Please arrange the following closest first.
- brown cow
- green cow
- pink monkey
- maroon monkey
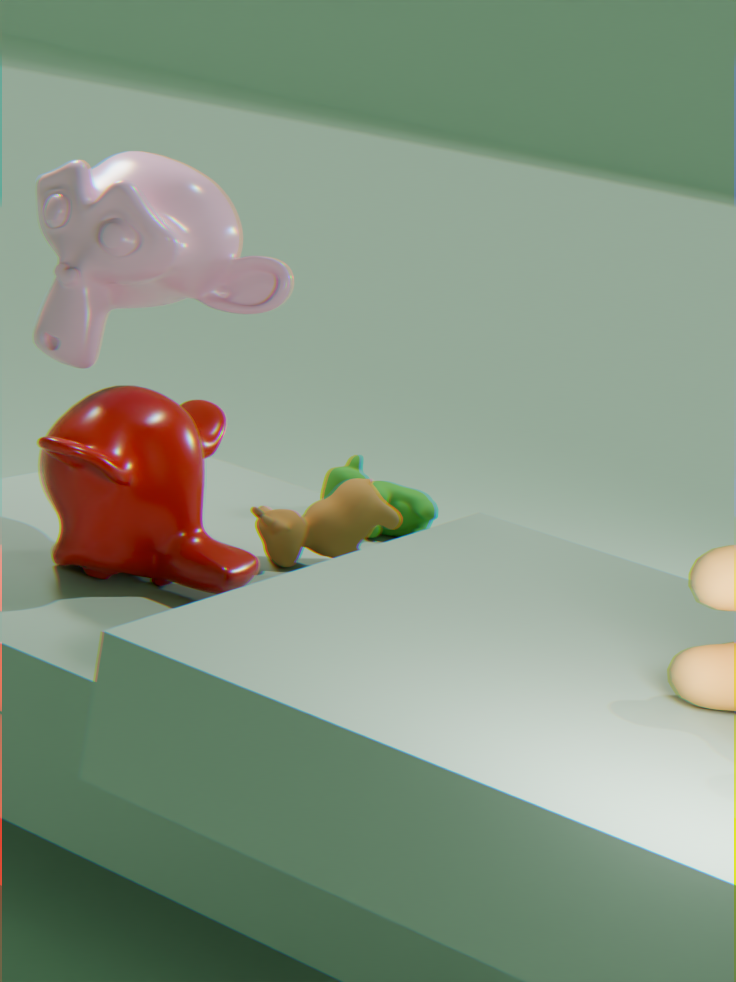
maroon monkey → pink monkey → brown cow → green cow
